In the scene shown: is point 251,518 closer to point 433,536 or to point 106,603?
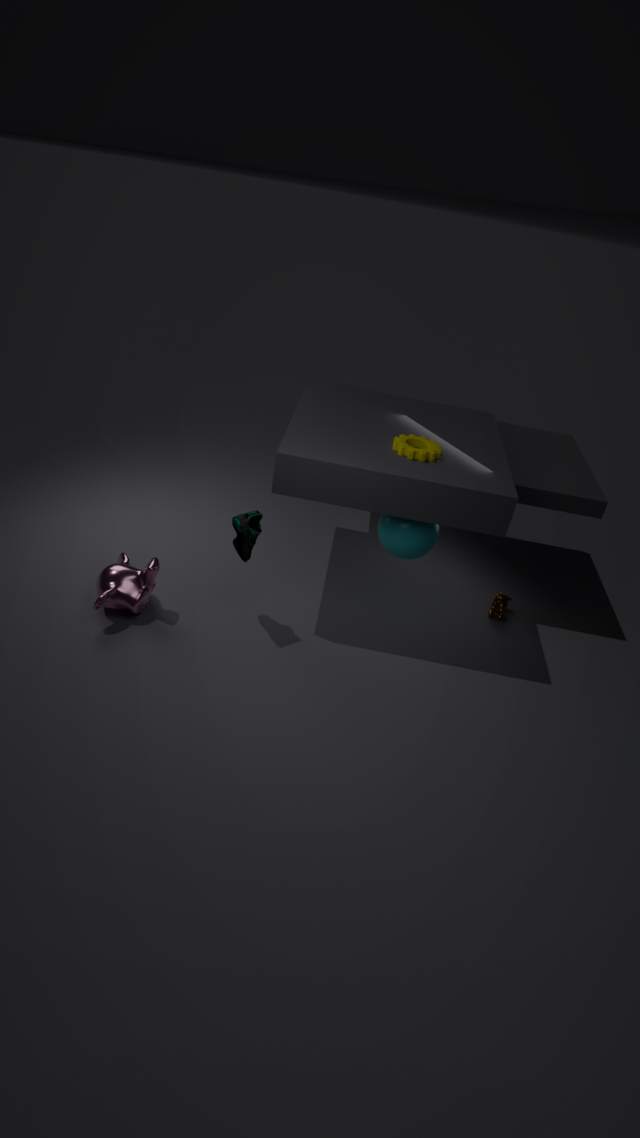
point 106,603
